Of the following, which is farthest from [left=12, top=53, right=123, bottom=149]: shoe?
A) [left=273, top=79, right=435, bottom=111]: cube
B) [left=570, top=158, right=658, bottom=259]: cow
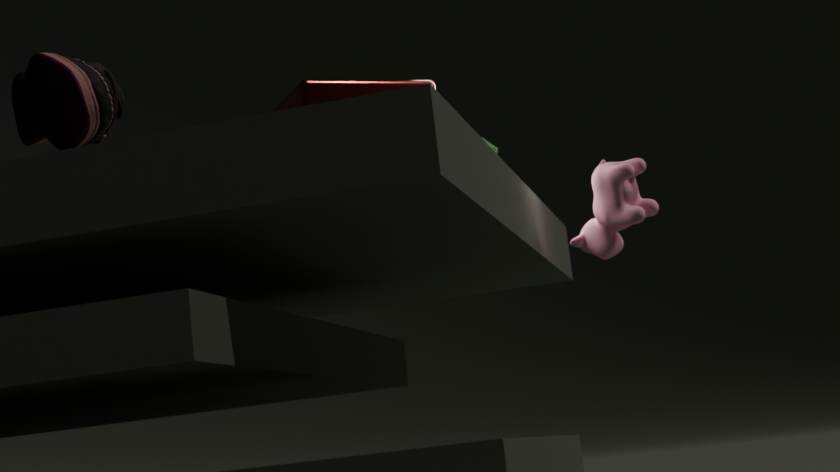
[left=570, top=158, right=658, bottom=259]: cow
